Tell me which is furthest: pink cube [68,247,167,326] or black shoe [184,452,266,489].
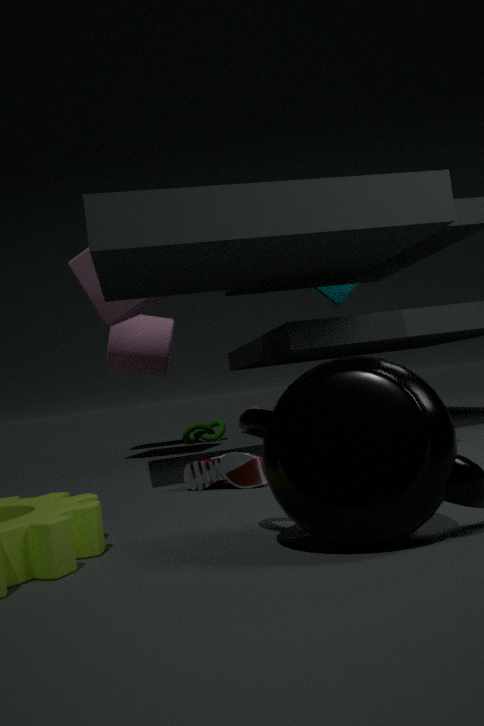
pink cube [68,247,167,326]
